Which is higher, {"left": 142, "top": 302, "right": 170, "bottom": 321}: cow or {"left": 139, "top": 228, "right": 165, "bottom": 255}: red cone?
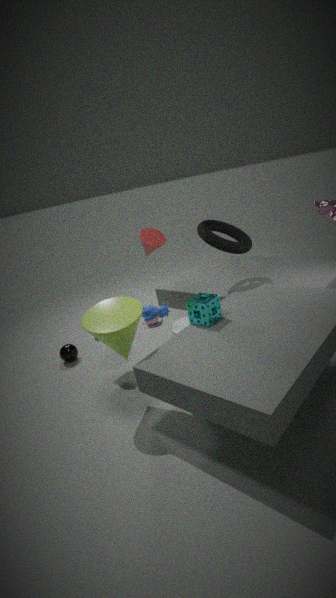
{"left": 139, "top": 228, "right": 165, "bottom": 255}: red cone
